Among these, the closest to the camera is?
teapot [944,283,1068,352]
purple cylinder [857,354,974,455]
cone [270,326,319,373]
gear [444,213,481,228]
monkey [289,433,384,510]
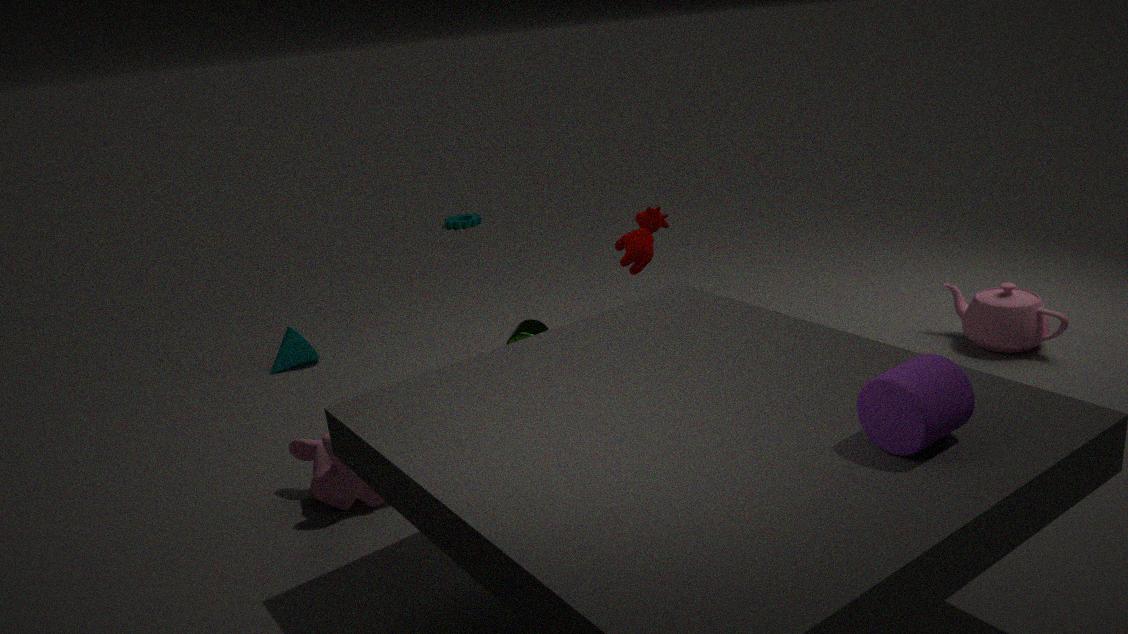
purple cylinder [857,354,974,455]
